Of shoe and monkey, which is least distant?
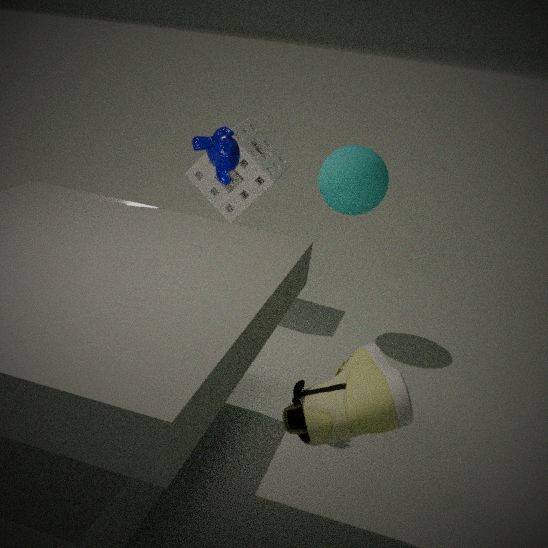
shoe
